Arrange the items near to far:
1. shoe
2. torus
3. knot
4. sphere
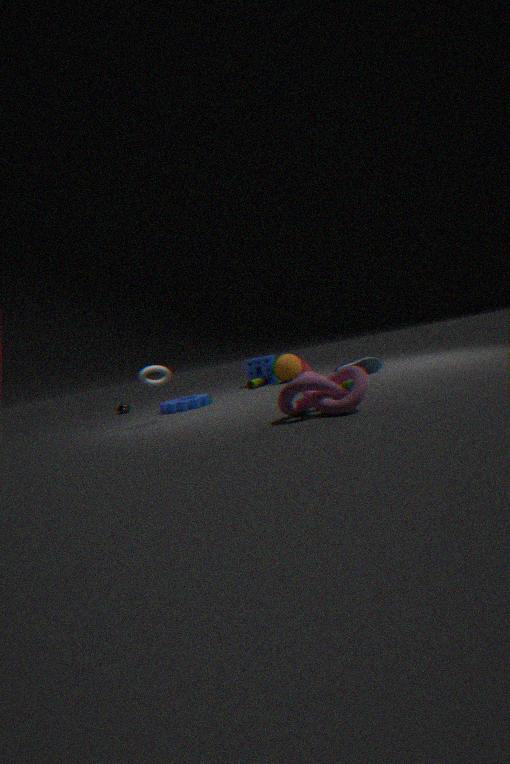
1. knot
2. torus
3. shoe
4. sphere
